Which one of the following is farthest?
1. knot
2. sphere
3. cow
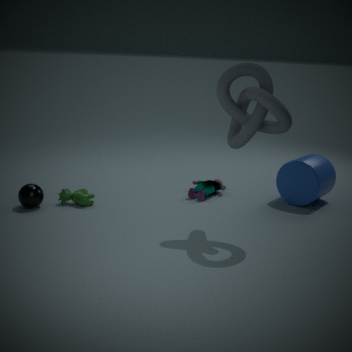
cow
